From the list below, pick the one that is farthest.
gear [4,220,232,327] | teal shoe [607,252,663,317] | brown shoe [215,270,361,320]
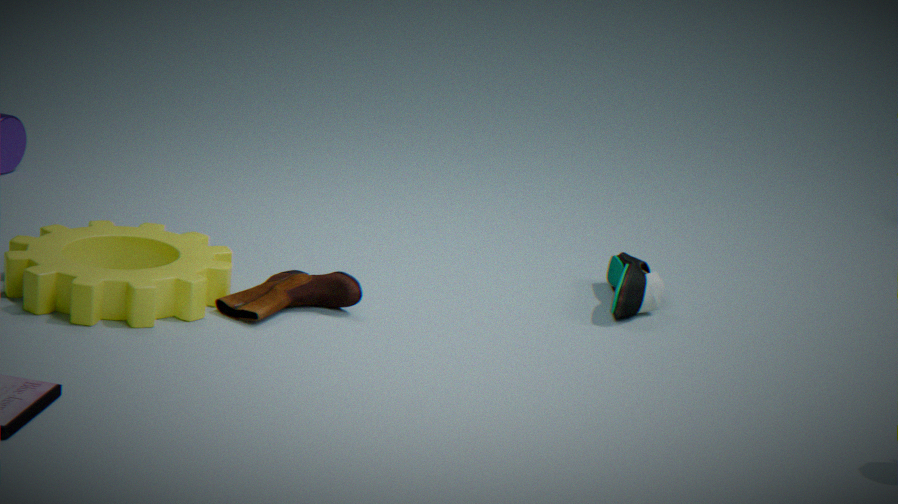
teal shoe [607,252,663,317]
